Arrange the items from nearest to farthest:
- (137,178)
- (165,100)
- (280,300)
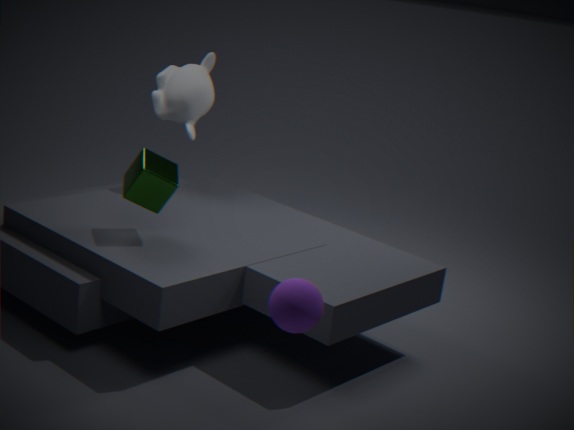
(280,300)
(137,178)
(165,100)
